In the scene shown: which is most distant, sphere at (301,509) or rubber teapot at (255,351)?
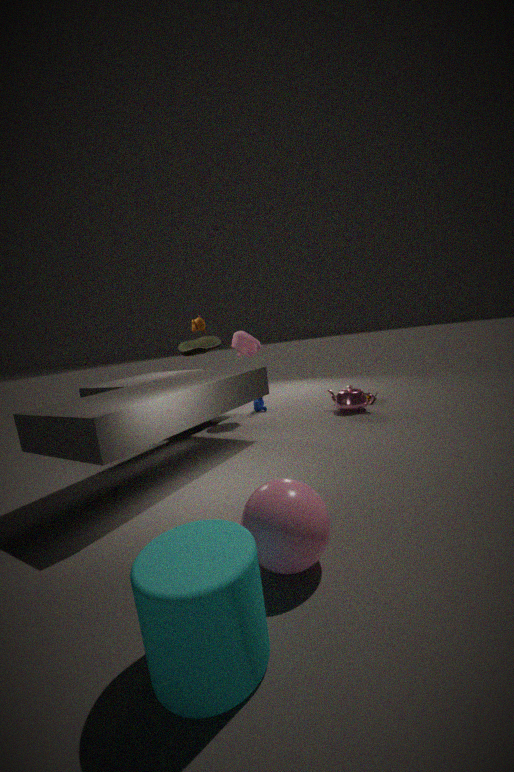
rubber teapot at (255,351)
